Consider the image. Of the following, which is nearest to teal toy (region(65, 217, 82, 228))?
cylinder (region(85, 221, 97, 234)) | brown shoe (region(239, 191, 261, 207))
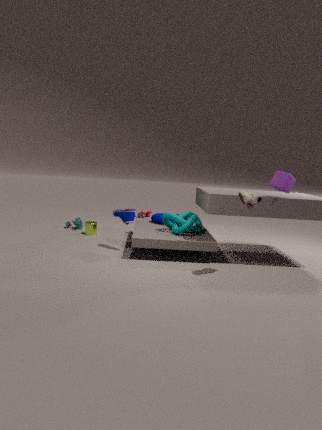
cylinder (region(85, 221, 97, 234))
